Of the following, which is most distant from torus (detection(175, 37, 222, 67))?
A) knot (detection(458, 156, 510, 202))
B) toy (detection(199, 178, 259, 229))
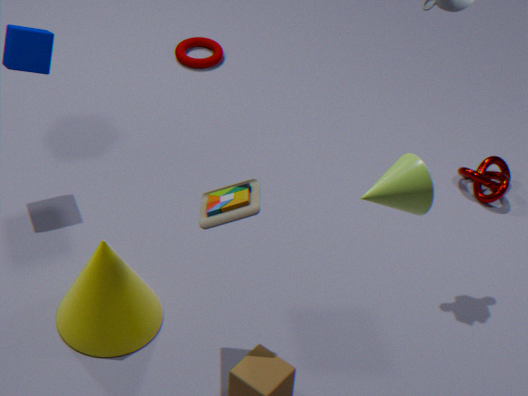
toy (detection(199, 178, 259, 229))
